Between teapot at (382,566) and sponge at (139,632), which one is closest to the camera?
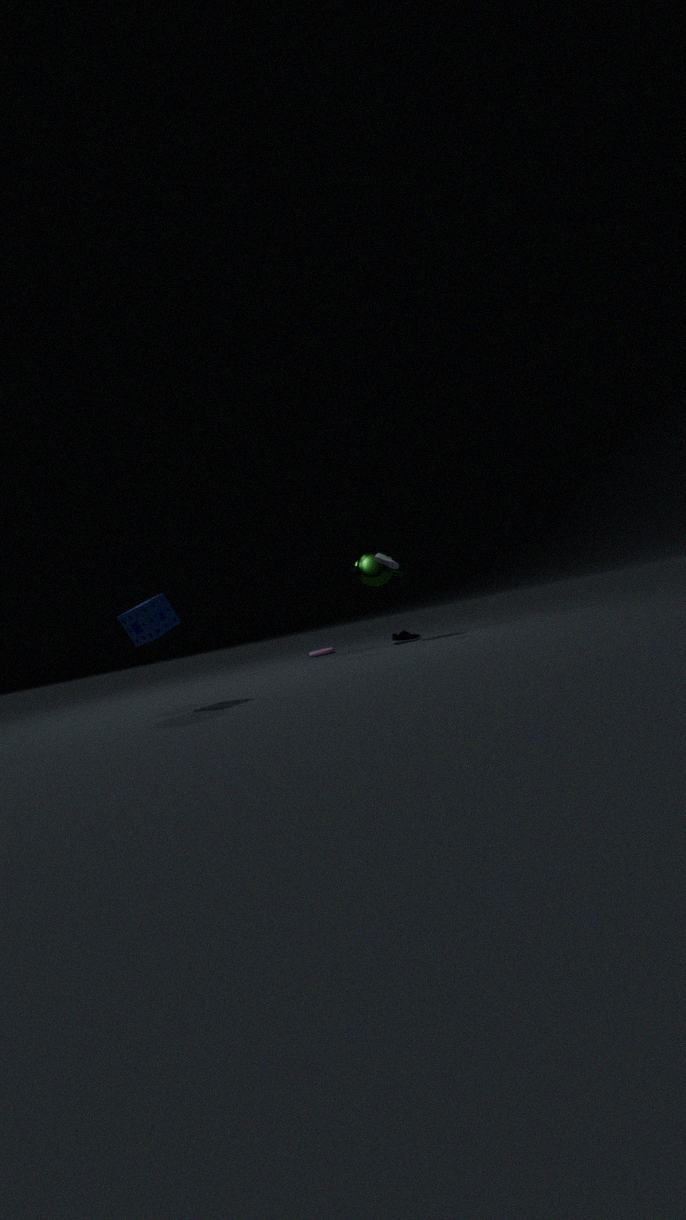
sponge at (139,632)
